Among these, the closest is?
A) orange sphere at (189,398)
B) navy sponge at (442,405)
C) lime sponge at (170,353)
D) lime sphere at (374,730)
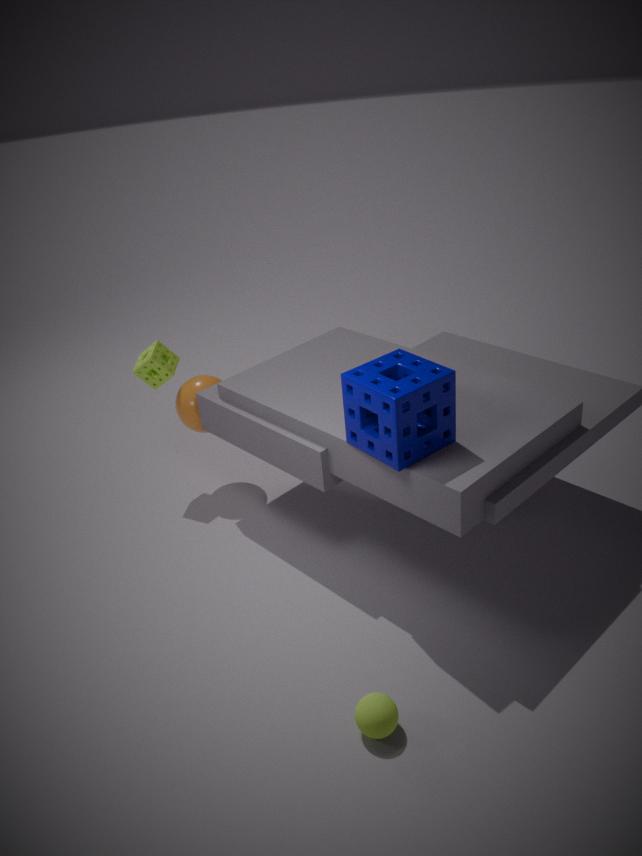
lime sphere at (374,730)
